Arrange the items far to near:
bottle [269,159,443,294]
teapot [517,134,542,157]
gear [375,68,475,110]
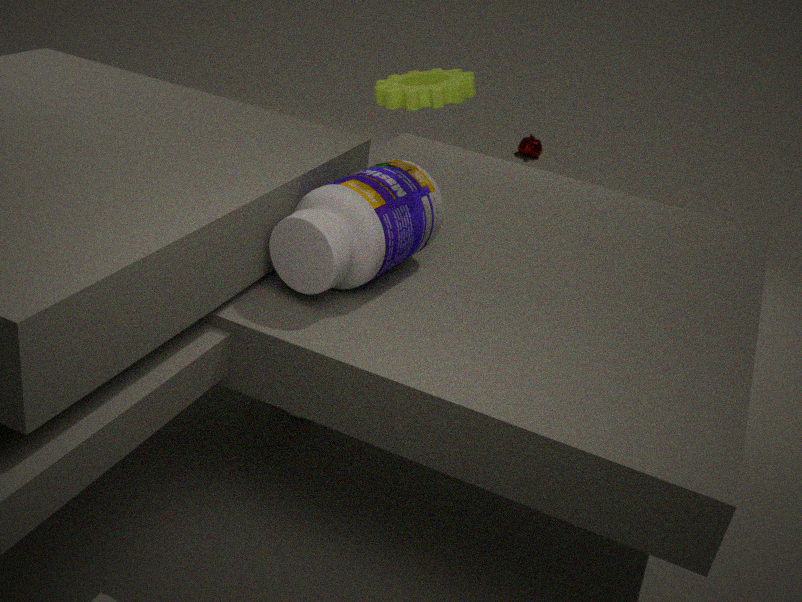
teapot [517,134,542,157], gear [375,68,475,110], bottle [269,159,443,294]
